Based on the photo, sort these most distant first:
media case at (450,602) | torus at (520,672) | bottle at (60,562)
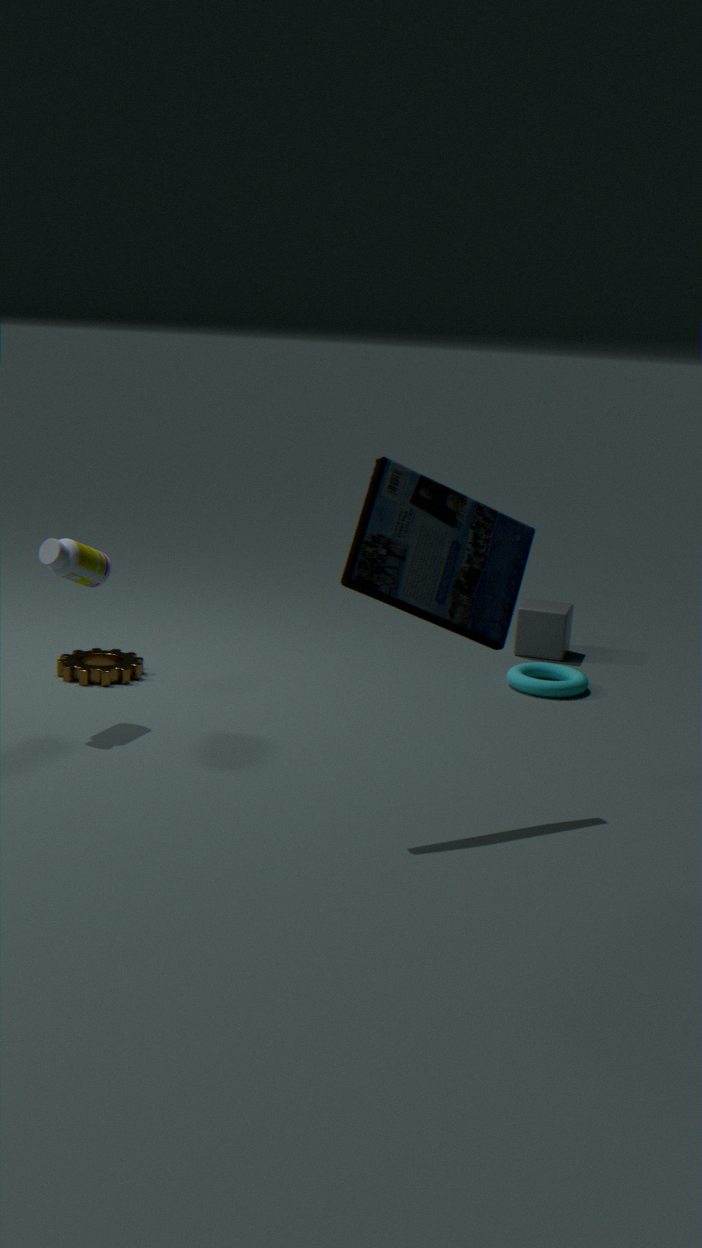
torus at (520,672), bottle at (60,562), media case at (450,602)
